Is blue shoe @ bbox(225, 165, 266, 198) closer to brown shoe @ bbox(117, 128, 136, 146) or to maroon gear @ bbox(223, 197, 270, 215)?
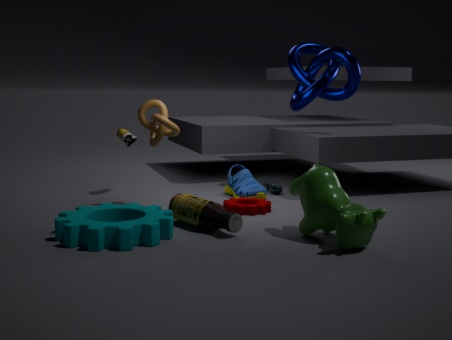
maroon gear @ bbox(223, 197, 270, 215)
